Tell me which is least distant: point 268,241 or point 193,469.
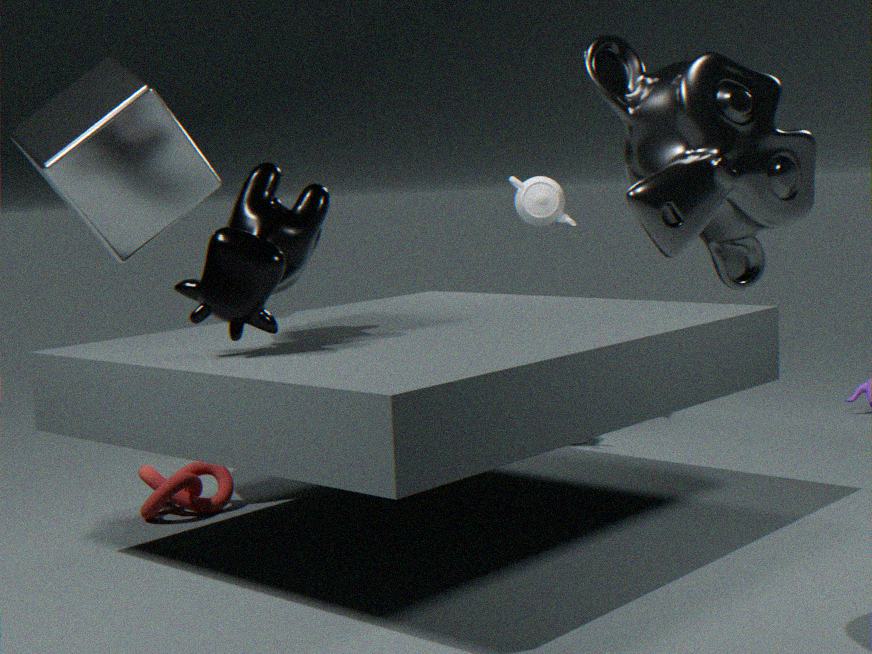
point 268,241
